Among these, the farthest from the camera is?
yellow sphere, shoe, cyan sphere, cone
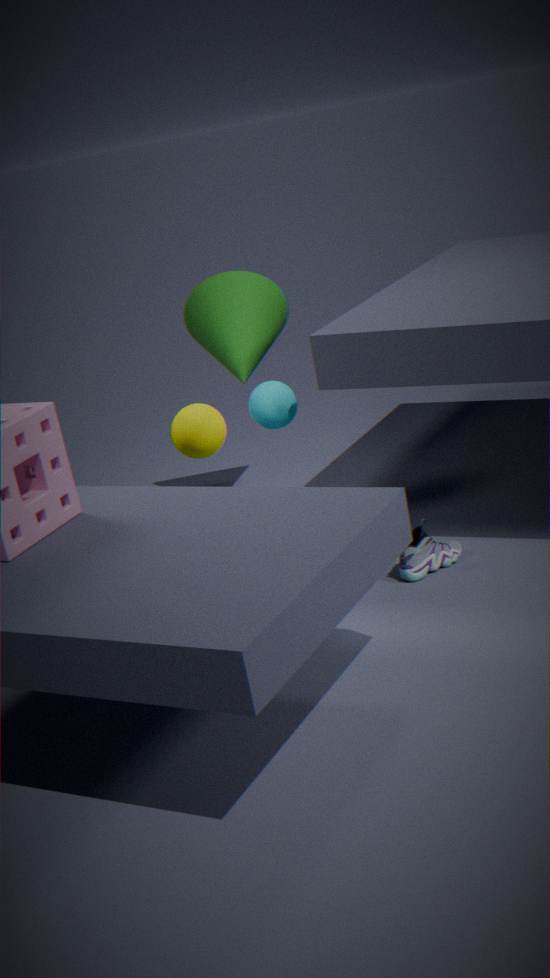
cone
